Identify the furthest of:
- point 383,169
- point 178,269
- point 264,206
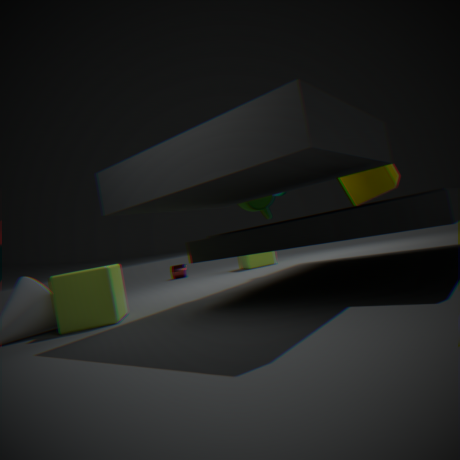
point 178,269
